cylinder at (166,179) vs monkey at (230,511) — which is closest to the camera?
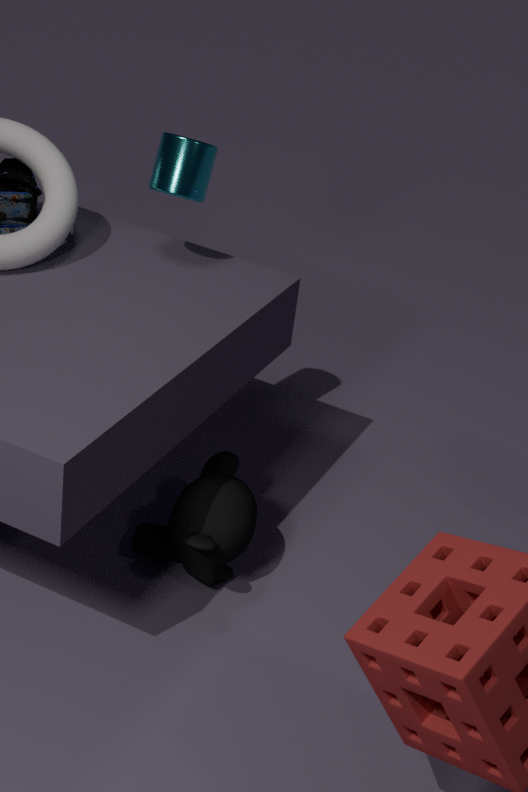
monkey at (230,511)
